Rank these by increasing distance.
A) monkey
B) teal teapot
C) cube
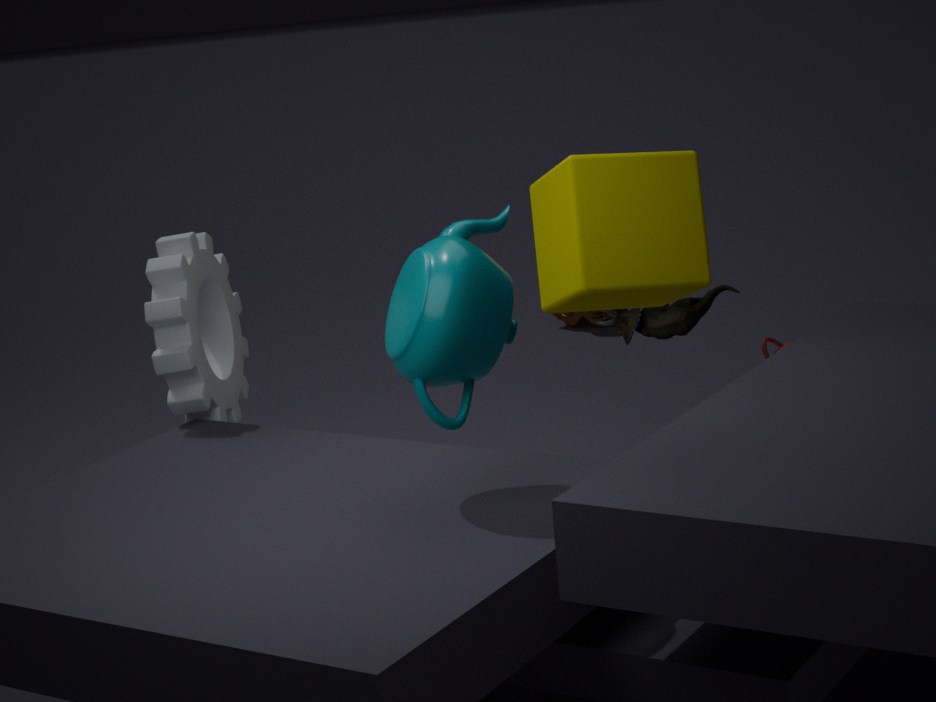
teal teapot
cube
monkey
